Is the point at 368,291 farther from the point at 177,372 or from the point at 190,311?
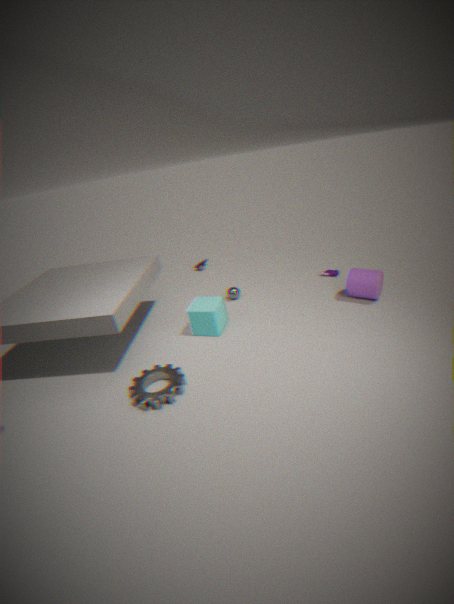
the point at 177,372
